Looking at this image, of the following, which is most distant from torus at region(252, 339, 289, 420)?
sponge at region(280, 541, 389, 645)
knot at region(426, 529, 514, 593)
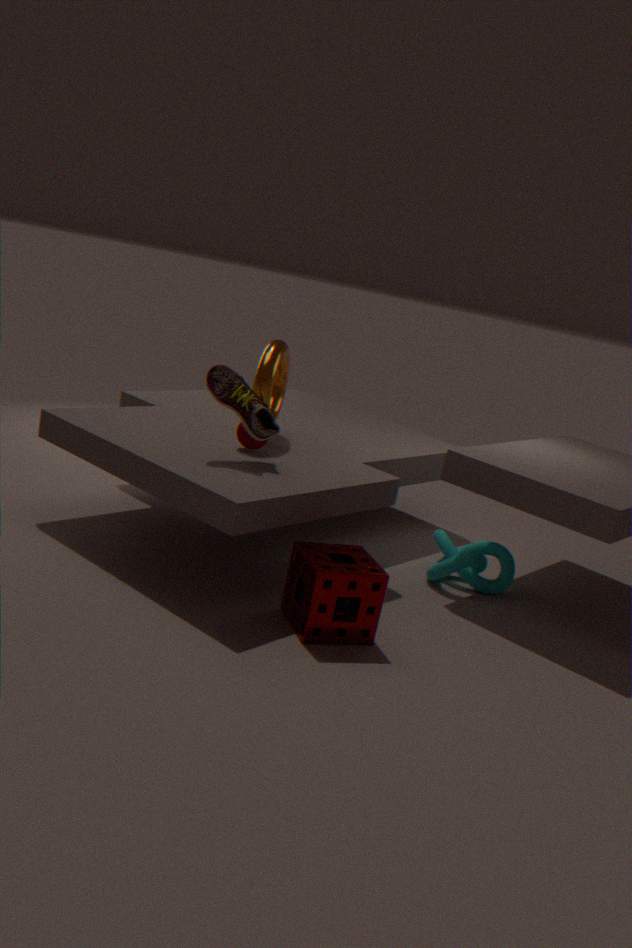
knot at region(426, 529, 514, 593)
